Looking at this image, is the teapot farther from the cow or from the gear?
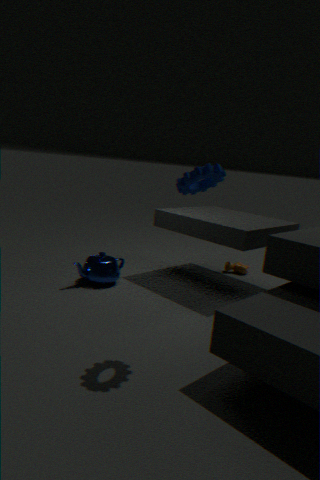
the gear
